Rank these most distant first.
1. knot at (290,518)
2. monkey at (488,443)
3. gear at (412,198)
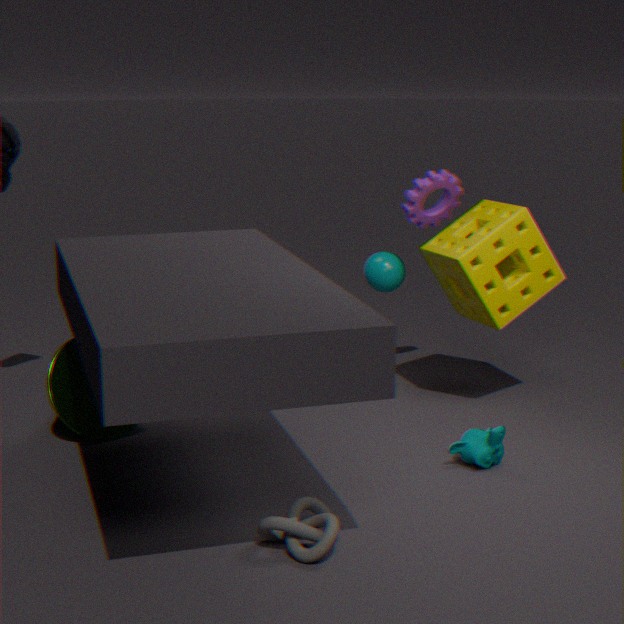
gear at (412,198), monkey at (488,443), knot at (290,518)
